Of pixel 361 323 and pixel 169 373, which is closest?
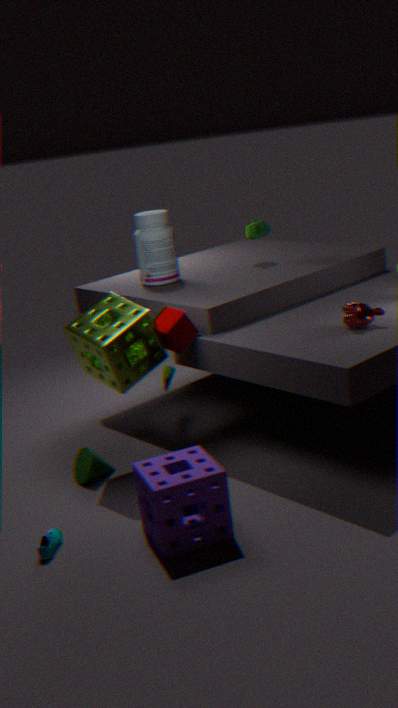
pixel 361 323
